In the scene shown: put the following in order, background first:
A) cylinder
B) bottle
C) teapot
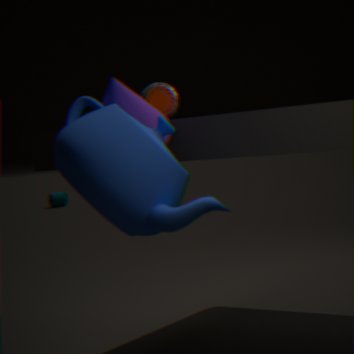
cylinder < bottle < teapot
